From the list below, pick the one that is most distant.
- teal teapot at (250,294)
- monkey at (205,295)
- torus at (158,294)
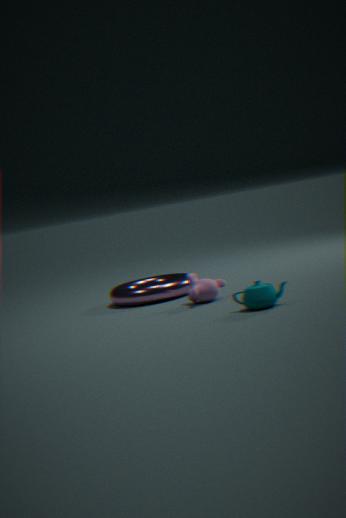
torus at (158,294)
